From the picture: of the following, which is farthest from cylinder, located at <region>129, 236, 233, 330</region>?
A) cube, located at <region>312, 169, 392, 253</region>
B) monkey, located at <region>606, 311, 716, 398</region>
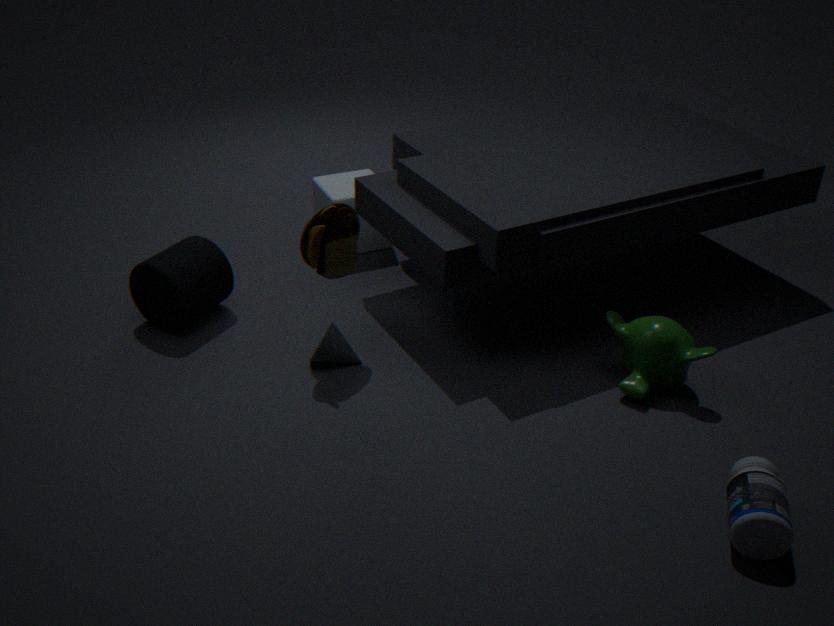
monkey, located at <region>606, 311, 716, 398</region>
